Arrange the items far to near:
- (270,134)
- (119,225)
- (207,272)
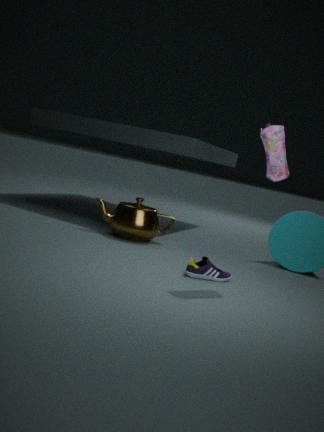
1. (119,225)
2. (207,272)
3. (270,134)
